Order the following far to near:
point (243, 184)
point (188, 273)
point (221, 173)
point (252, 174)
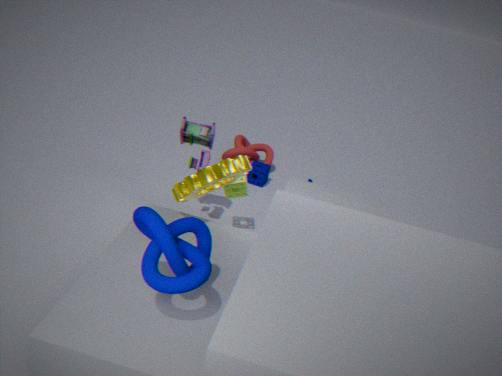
point (252, 174)
point (243, 184)
point (221, 173)
point (188, 273)
